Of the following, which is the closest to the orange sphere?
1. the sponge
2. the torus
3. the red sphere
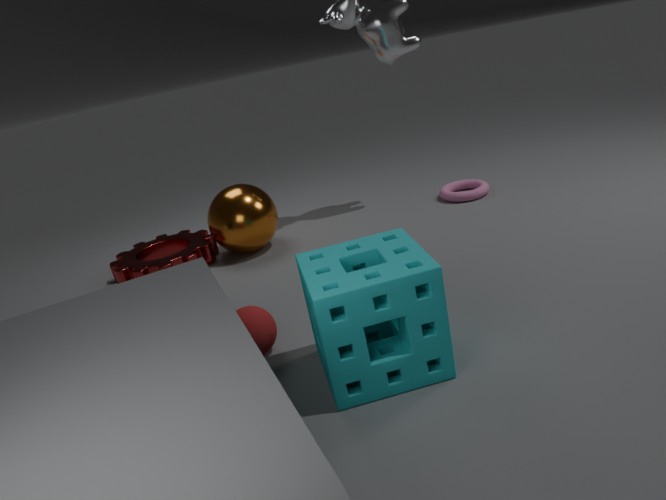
the red sphere
